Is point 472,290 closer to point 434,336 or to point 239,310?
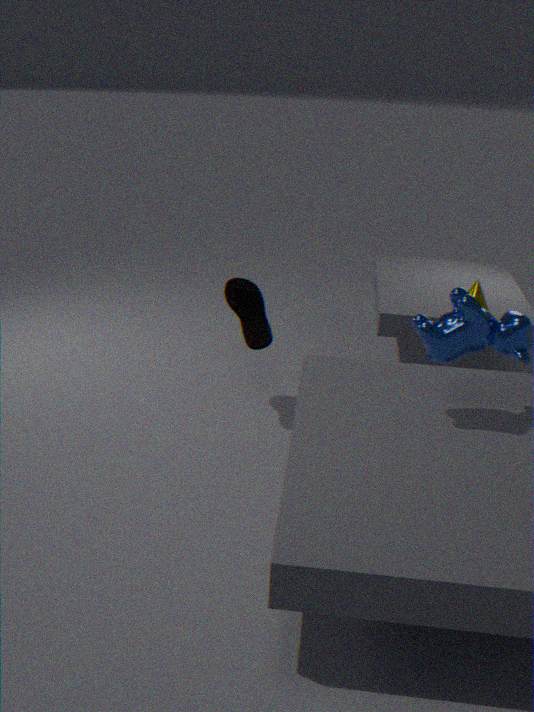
point 434,336
